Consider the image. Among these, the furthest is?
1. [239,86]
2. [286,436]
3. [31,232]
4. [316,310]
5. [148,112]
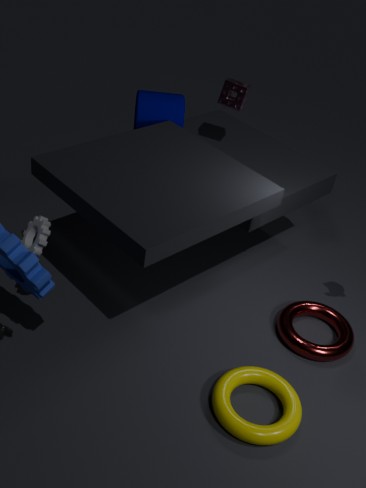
[148,112]
